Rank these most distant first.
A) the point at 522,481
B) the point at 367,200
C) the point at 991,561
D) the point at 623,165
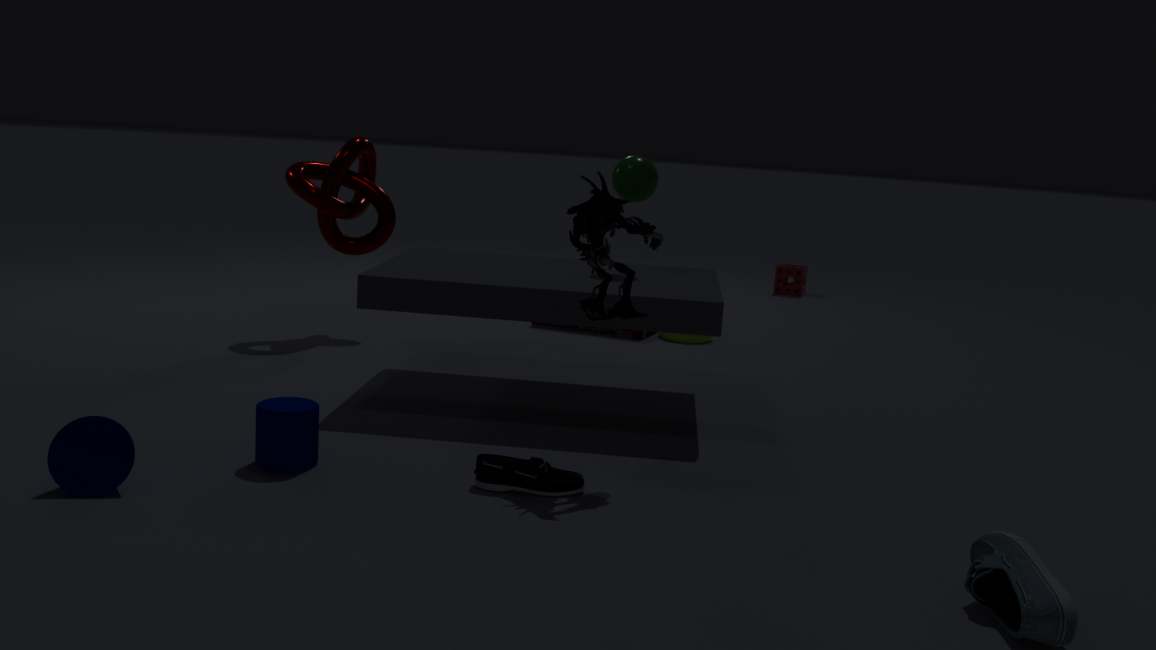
the point at 367,200
the point at 623,165
the point at 522,481
the point at 991,561
